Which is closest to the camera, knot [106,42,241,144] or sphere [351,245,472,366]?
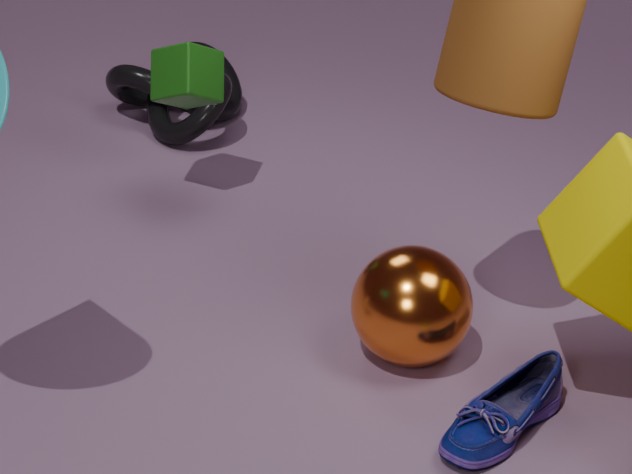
sphere [351,245,472,366]
